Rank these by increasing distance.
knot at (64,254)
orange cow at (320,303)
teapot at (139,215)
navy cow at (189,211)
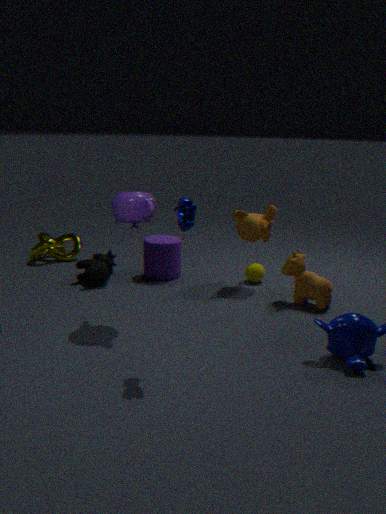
navy cow at (189,211) < teapot at (139,215) < orange cow at (320,303) < knot at (64,254)
